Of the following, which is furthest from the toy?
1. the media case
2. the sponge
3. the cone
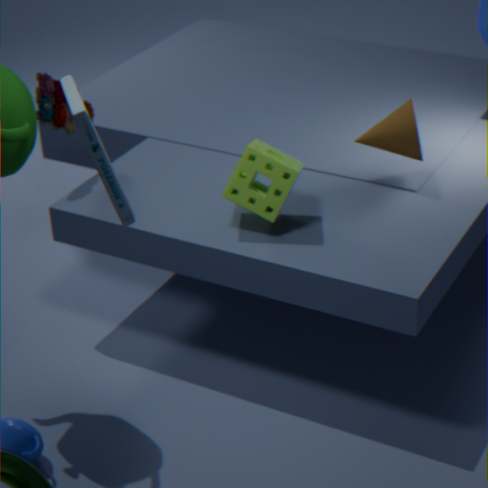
the cone
